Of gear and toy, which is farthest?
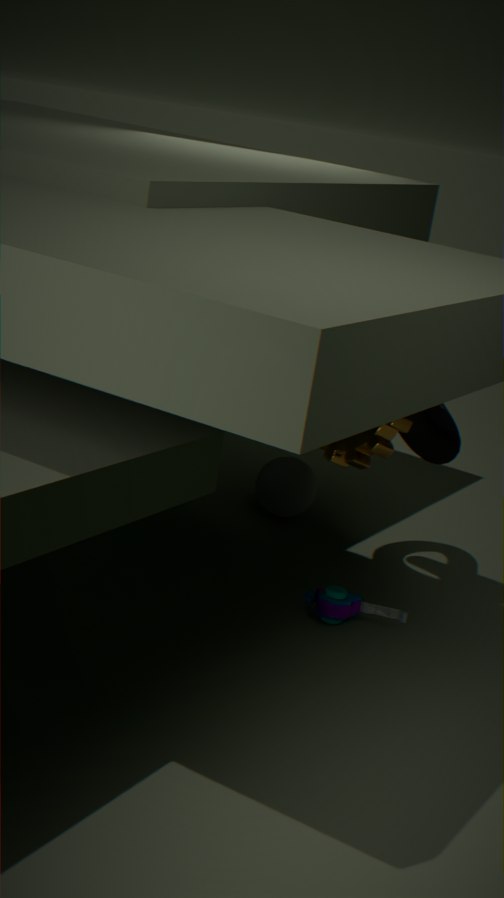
toy
